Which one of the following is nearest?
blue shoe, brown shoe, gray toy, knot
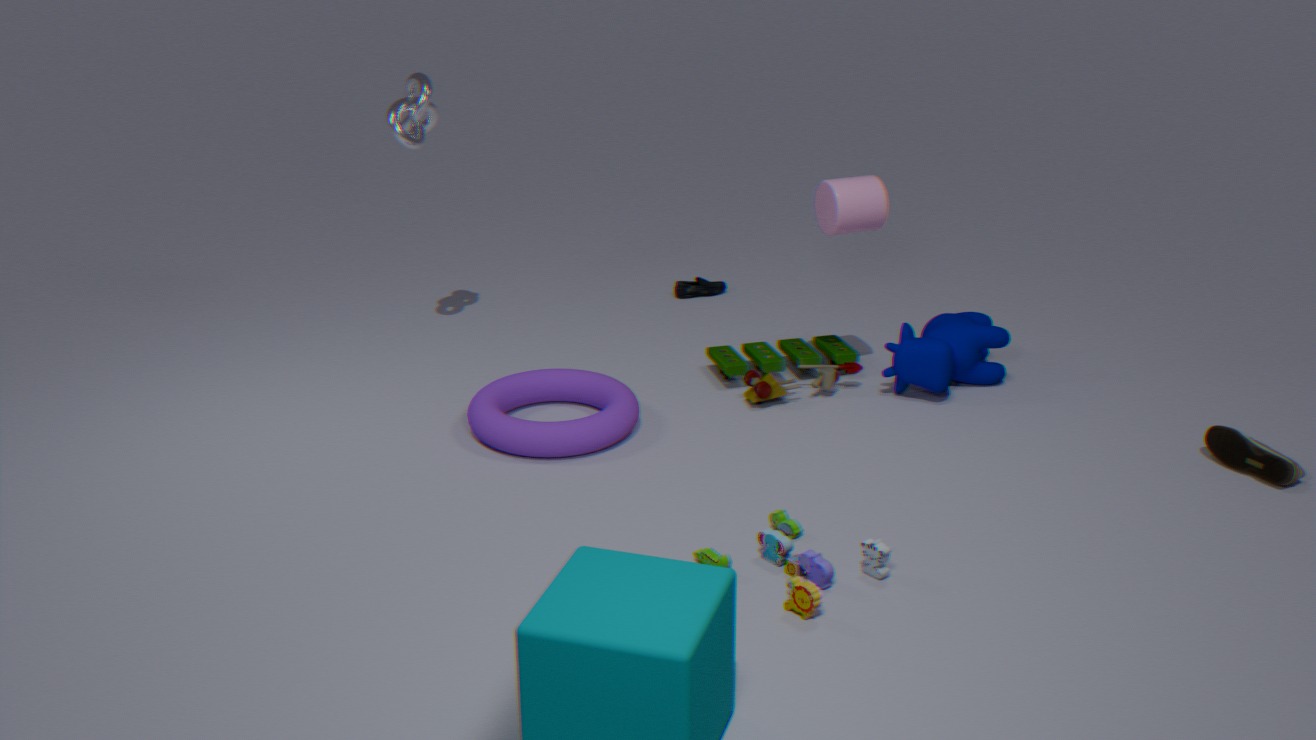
gray toy
